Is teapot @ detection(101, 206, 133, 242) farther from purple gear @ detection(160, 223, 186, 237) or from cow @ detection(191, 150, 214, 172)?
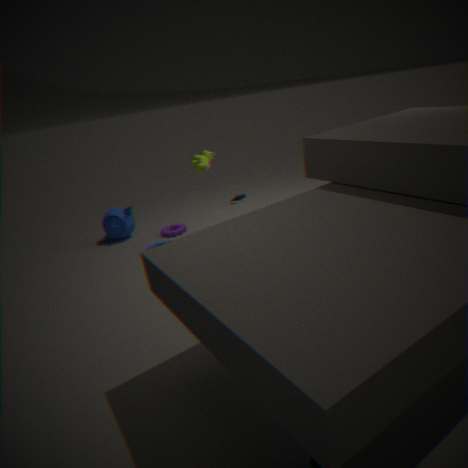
cow @ detection(191, 150, 214, 172)
